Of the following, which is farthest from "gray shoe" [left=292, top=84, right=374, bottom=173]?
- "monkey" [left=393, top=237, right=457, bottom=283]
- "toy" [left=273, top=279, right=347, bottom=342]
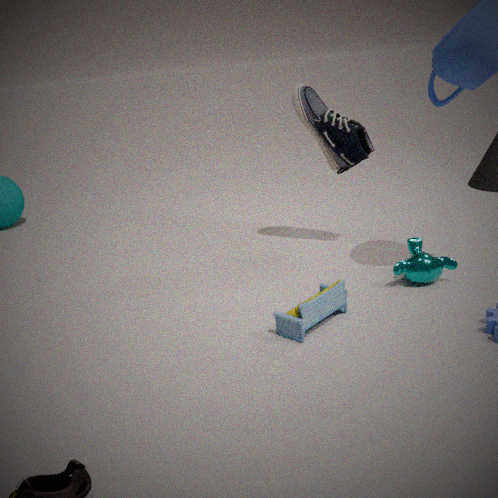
"toy" [left=273, top=279, right=347, bottom=342]
